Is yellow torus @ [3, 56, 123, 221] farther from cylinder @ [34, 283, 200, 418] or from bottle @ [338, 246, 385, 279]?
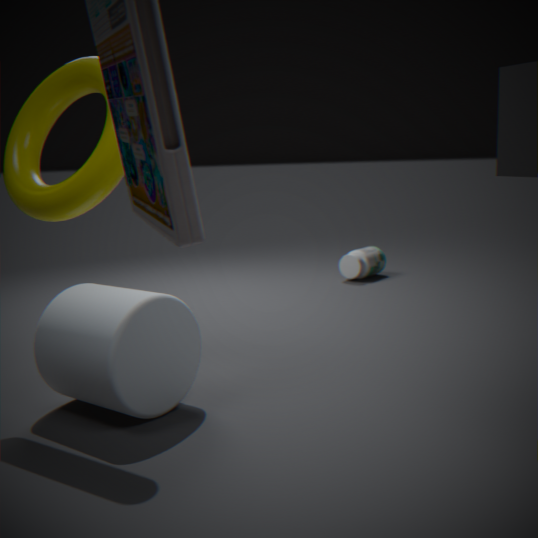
bottle @ [338, 246, 385, 279]
